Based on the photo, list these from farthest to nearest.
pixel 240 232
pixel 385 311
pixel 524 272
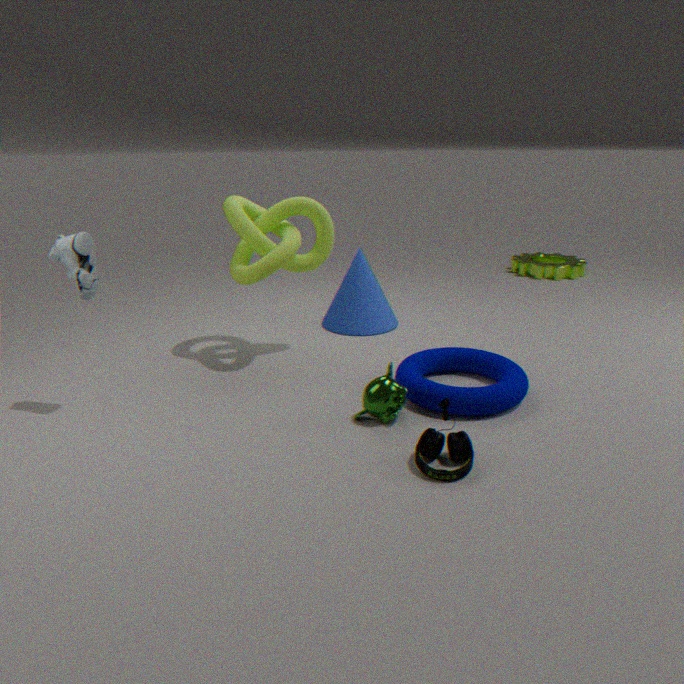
pixel 524 272
pixel 385 311
pixel 240 232
